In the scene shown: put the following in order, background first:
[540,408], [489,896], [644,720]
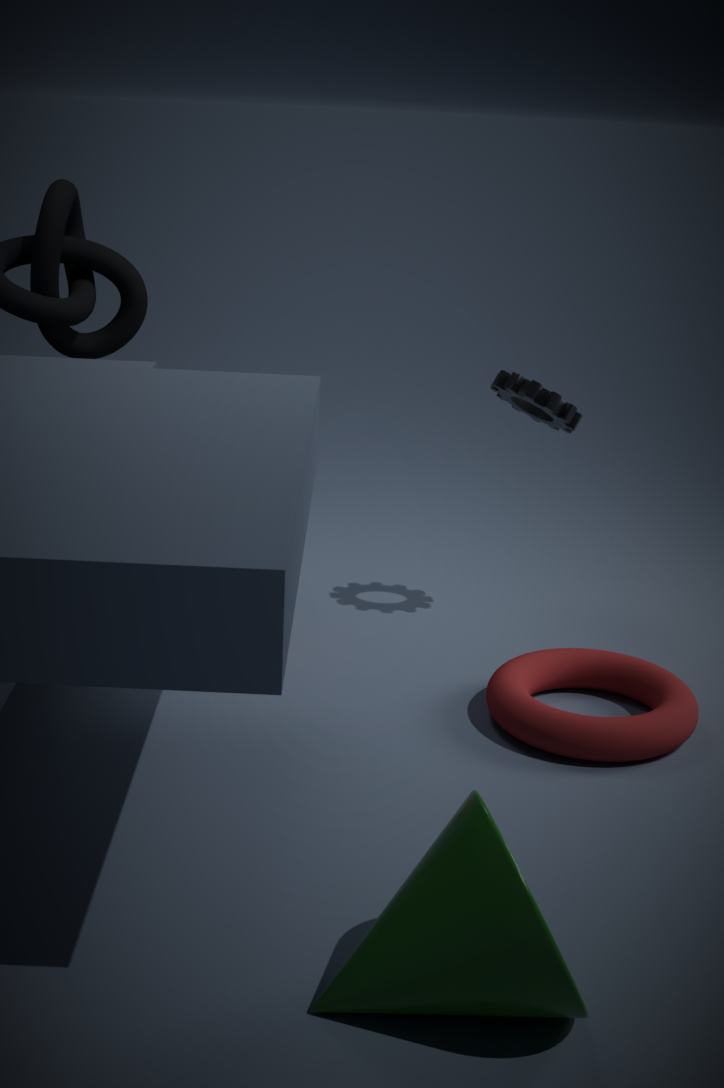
[540,408] < [644,720] < [489,896]
